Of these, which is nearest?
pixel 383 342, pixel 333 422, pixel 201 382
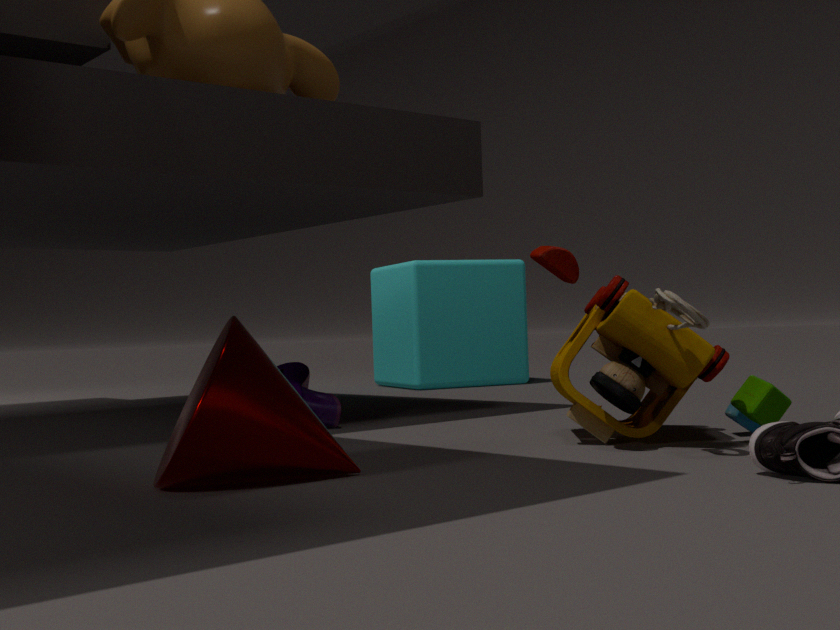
pixel 201 382
